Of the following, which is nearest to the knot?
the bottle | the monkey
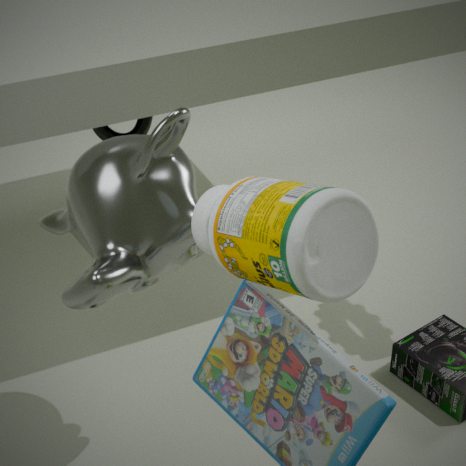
the monkey
